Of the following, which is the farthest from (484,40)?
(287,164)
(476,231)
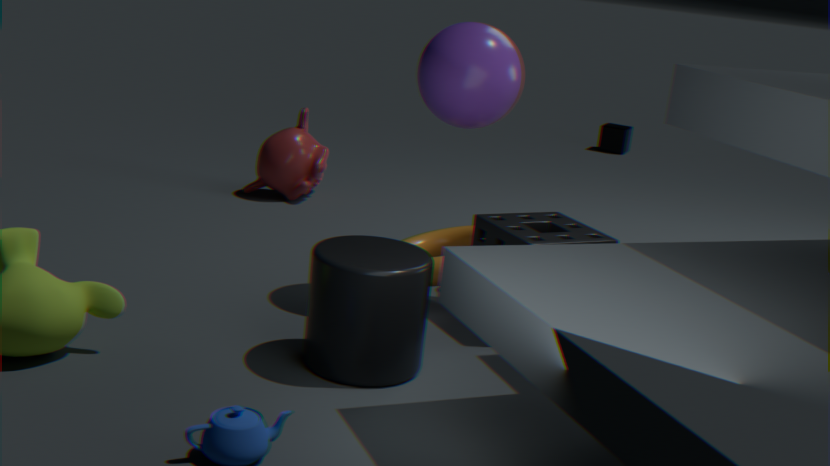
(287,164)
